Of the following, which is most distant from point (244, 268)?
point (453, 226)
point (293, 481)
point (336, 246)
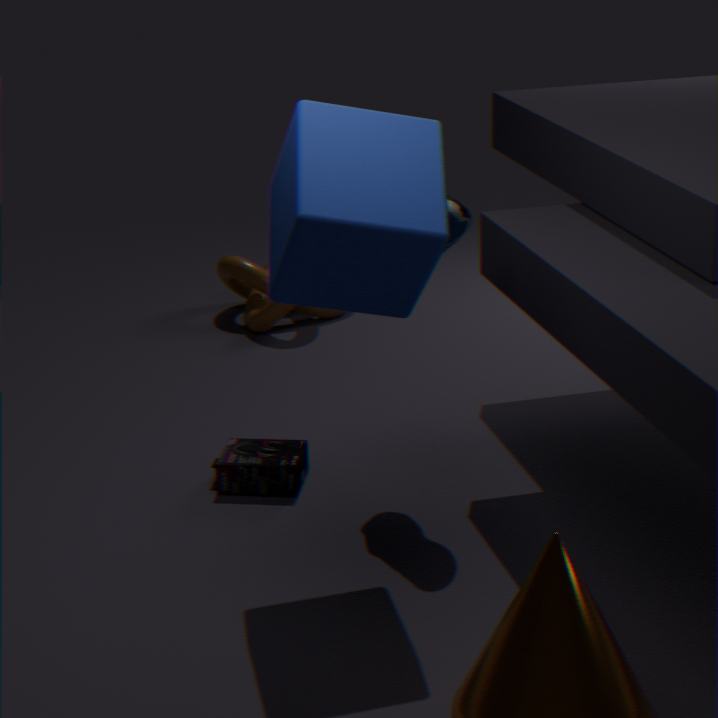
point (336, 246)
